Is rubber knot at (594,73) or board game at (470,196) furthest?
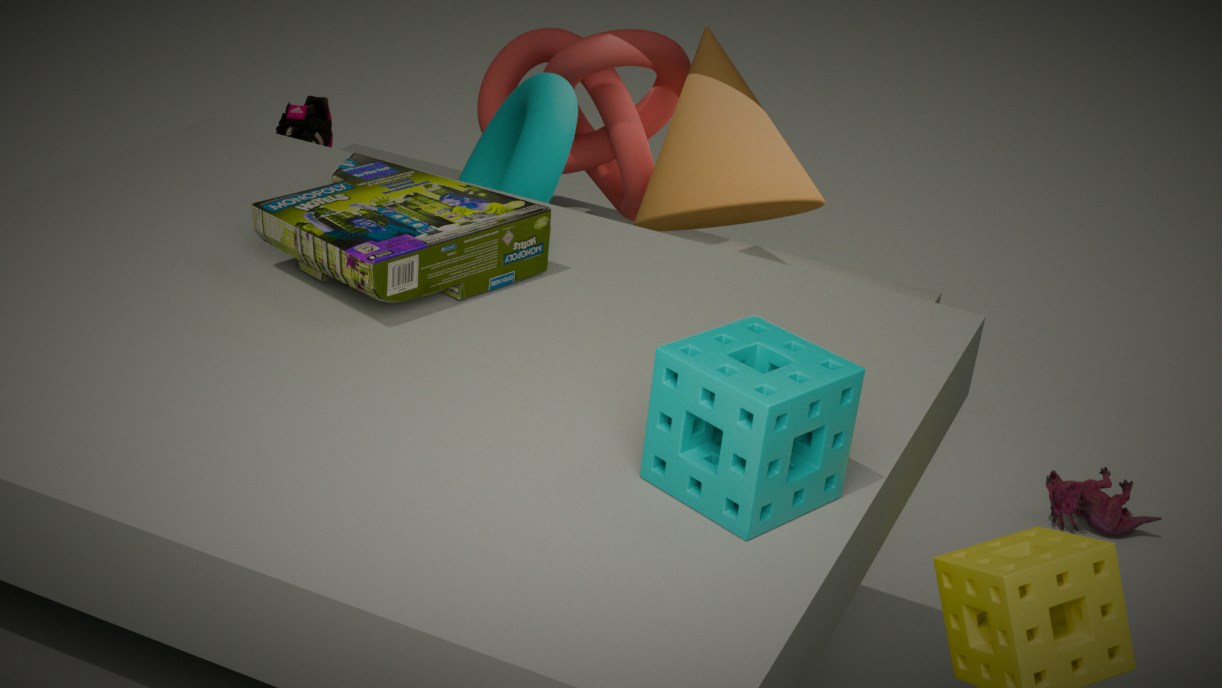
rubber knot at (594,73)
